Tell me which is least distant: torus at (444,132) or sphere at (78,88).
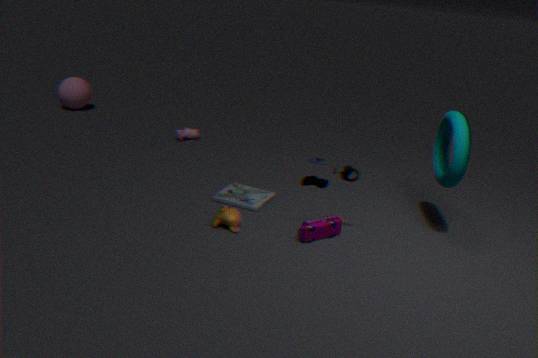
torus at (444,132)
